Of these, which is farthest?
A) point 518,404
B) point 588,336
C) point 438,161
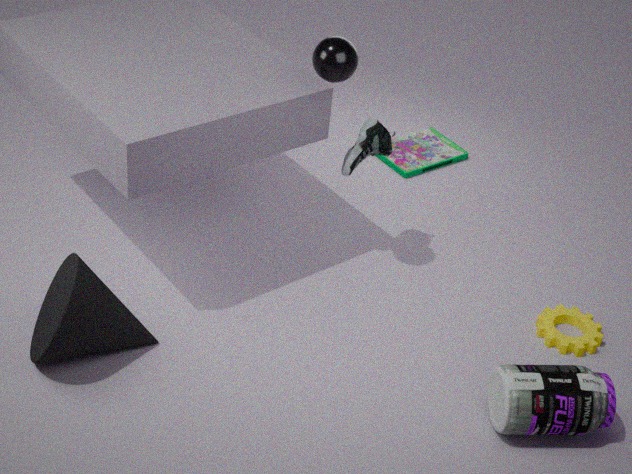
point 438,161
